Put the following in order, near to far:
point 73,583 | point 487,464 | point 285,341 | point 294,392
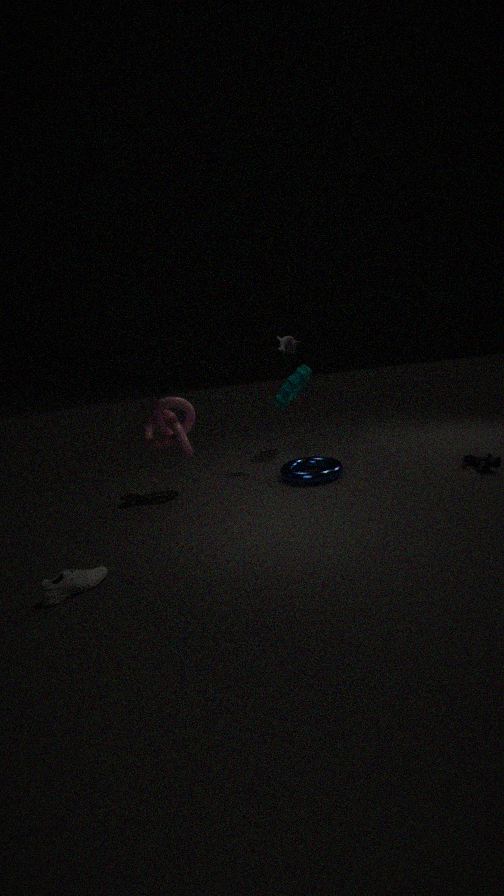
point 73,583 < point 487,464 < point 285,341 < point 294,392
